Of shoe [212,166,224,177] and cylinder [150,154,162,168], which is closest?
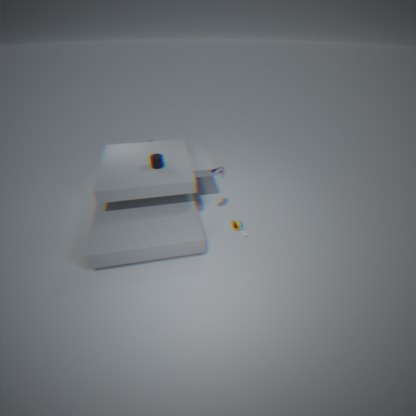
shoe [212,166,224,177]
